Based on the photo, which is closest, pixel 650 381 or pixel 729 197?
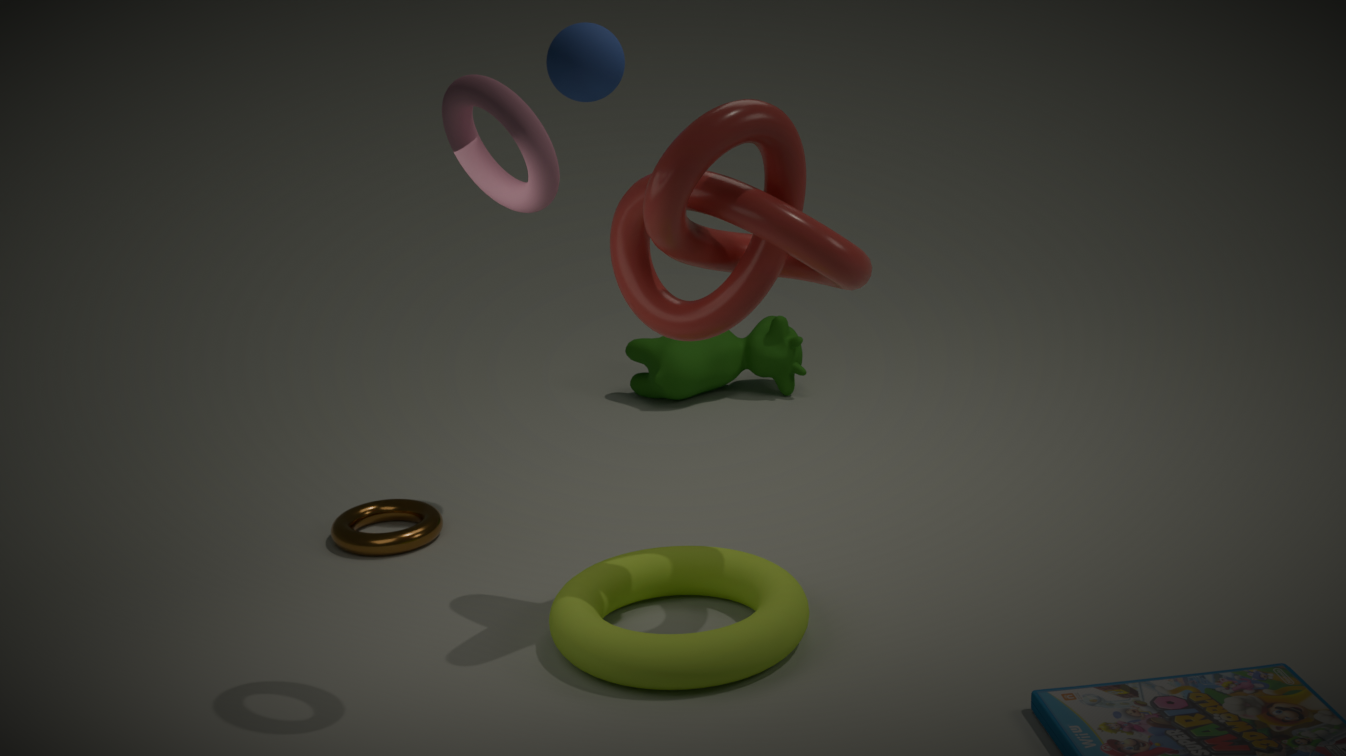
pixel 729 197
